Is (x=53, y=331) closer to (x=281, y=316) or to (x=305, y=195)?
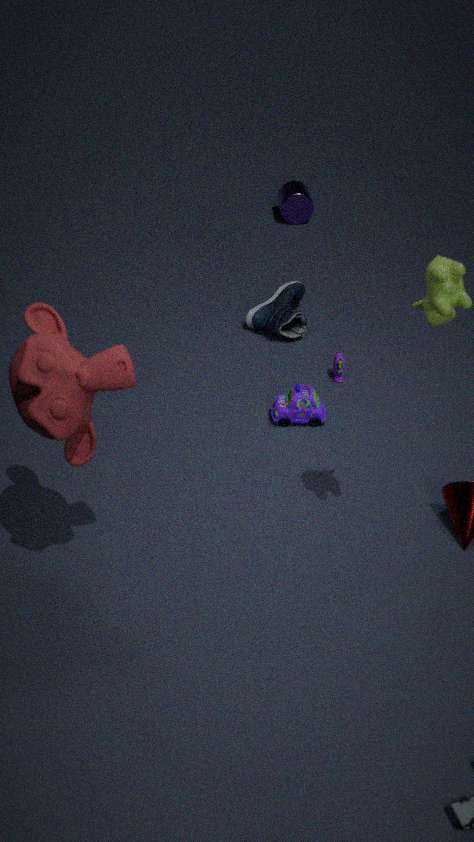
(x=281, y=316)
